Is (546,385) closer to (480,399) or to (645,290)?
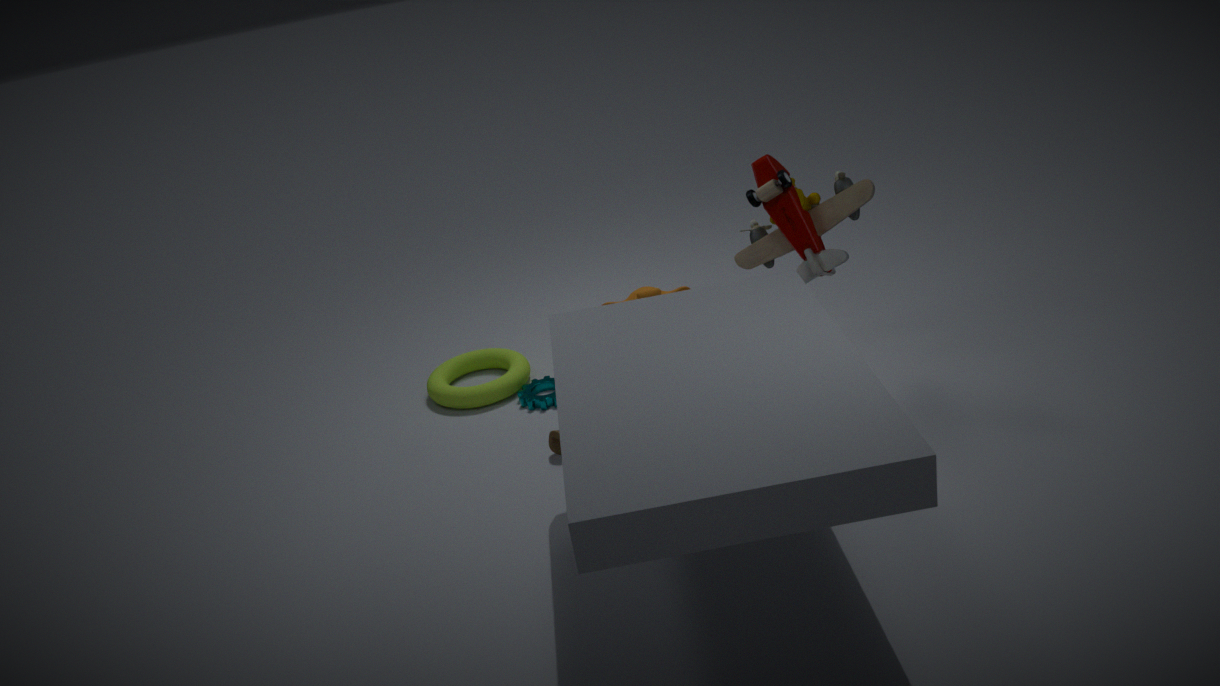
(480,399)
